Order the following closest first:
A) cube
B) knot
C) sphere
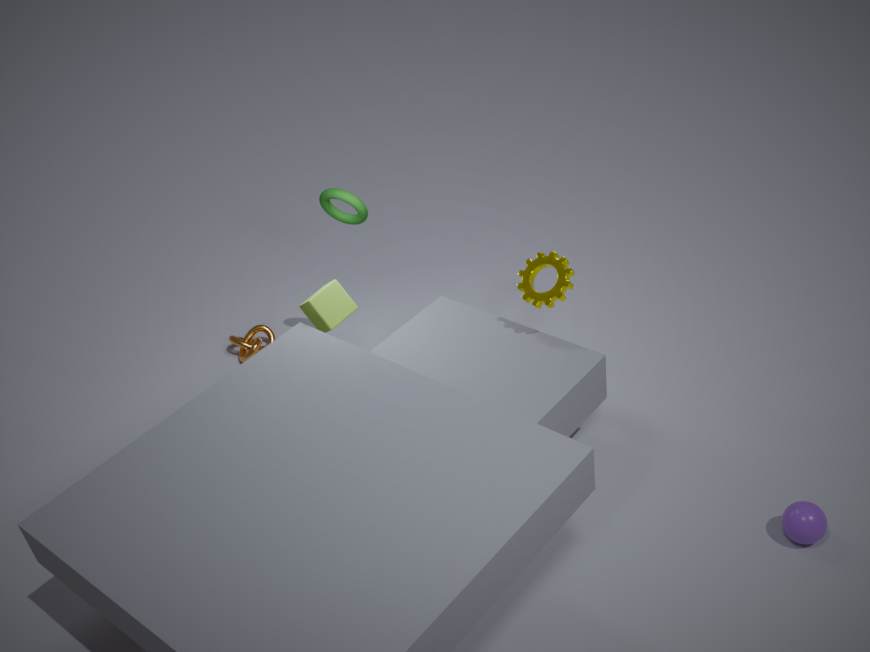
sphere < cube < knot
